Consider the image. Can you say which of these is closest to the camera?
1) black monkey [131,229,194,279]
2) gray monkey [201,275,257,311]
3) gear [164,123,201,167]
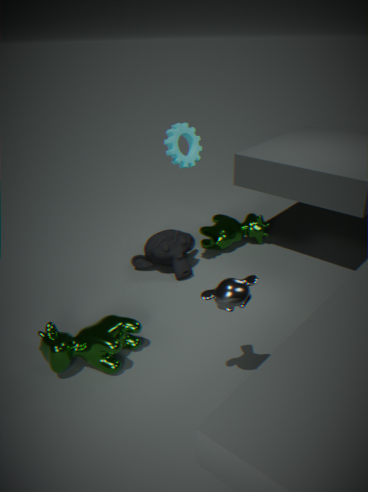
2. gray monkey [201,275,257,311]
